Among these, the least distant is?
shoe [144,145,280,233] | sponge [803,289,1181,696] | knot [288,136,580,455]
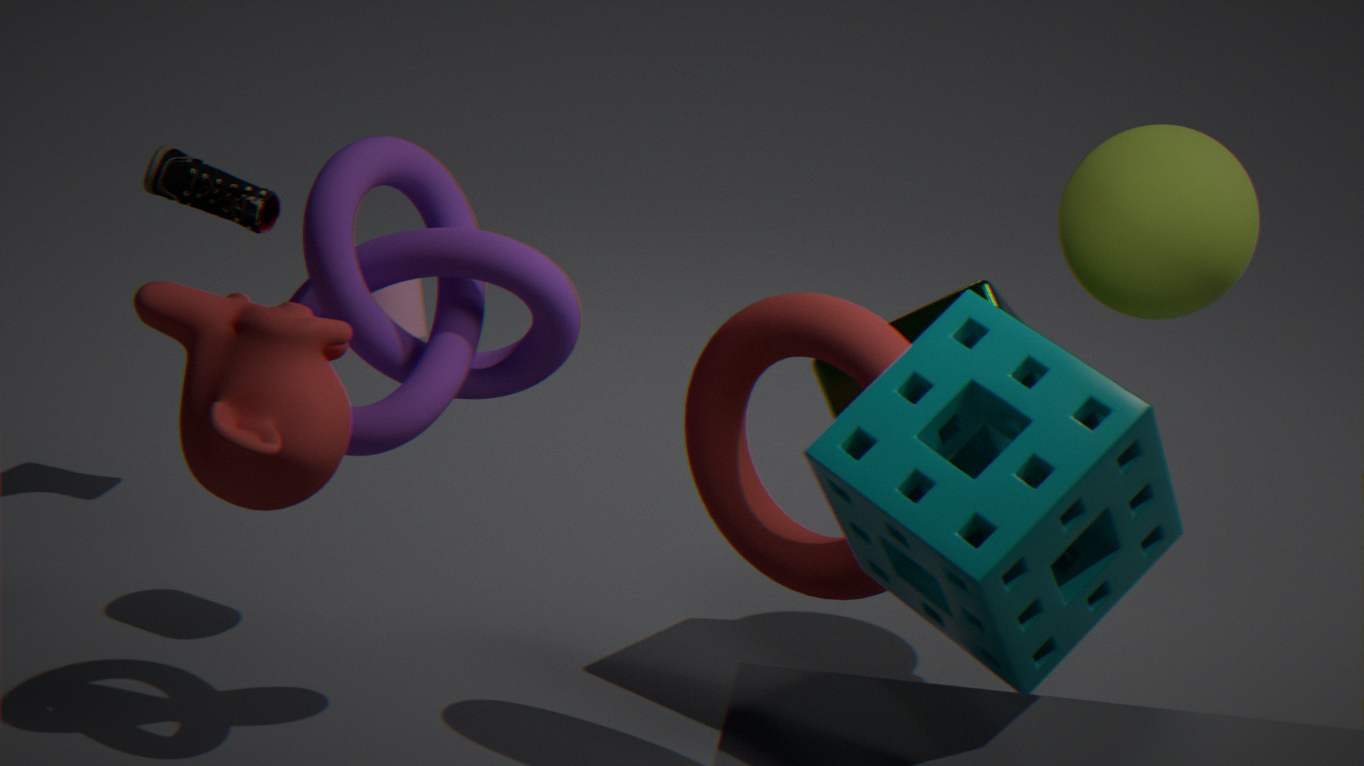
sponge [803,289,1181,696]
